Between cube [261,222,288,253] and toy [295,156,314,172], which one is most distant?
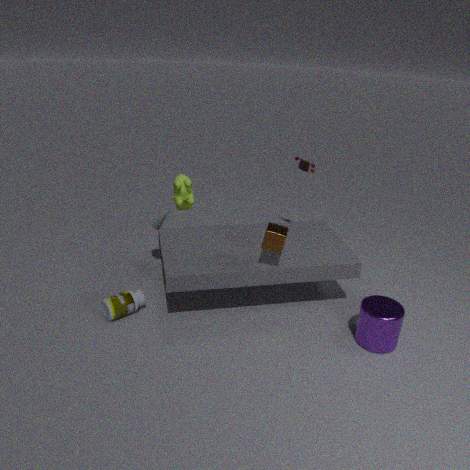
toy [295,156,314,172]
